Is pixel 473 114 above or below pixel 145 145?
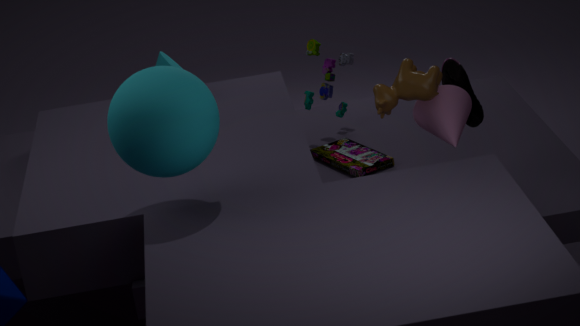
below
